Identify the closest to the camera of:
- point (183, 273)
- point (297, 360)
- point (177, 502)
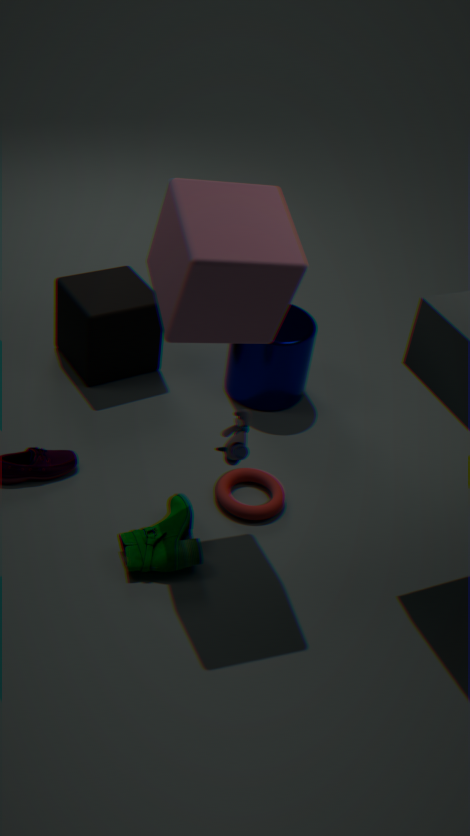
point (183, 273)
